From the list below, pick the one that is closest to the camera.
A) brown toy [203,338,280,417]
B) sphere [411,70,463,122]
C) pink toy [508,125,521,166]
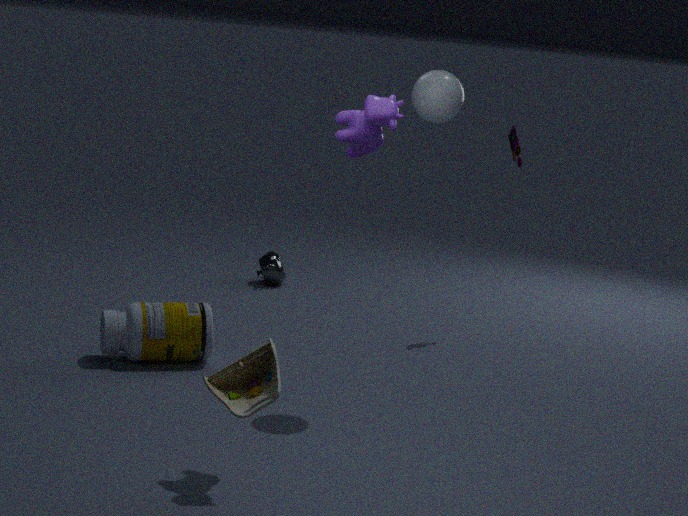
brown toy [203,338,280,417]
